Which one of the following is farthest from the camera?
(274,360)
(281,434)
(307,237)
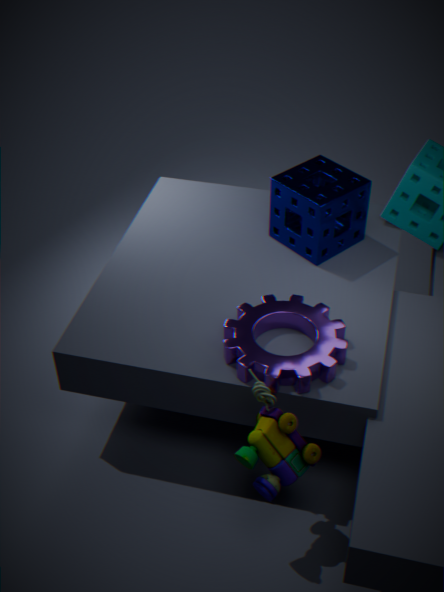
(307,237)
